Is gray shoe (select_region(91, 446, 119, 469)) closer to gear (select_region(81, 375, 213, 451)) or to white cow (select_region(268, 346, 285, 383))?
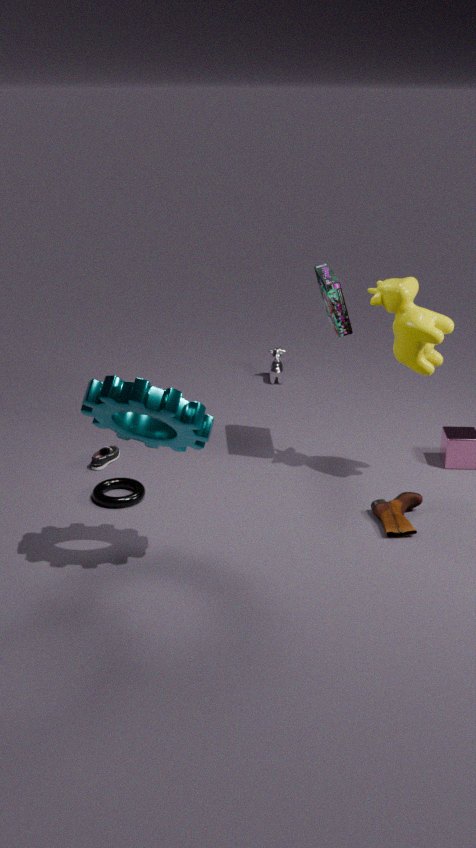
gear (select_region(81, 375, 213, 451))
